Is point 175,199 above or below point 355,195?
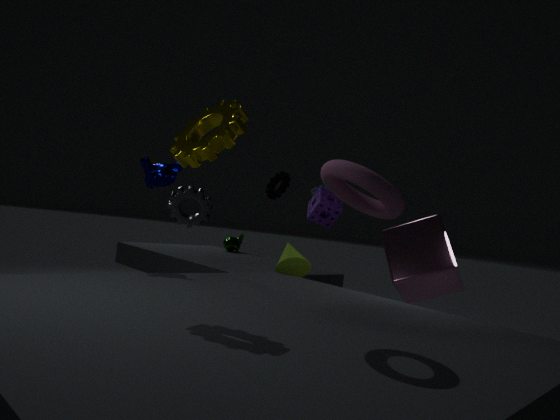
below
